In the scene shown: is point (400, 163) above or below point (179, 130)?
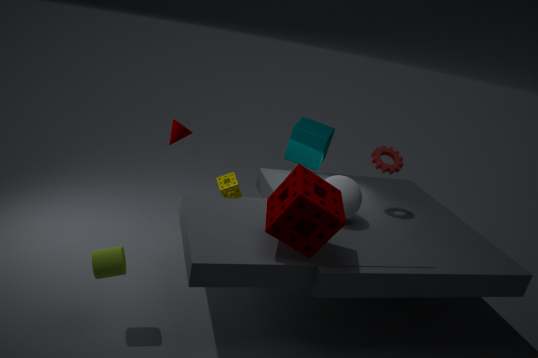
above
